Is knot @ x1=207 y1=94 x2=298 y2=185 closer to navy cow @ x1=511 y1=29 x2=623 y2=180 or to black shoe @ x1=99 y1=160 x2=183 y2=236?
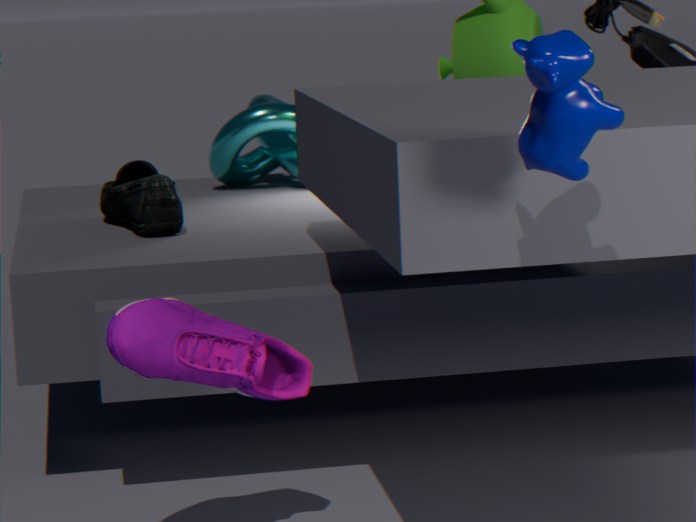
black shoe @ x1=99 y1=160 x2=183 y2=236
